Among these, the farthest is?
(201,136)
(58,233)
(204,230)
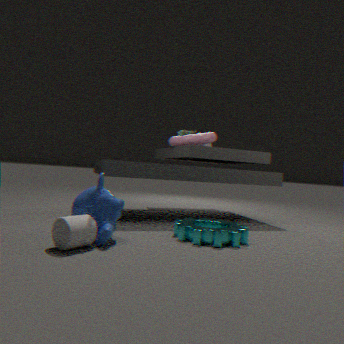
(201,136)
